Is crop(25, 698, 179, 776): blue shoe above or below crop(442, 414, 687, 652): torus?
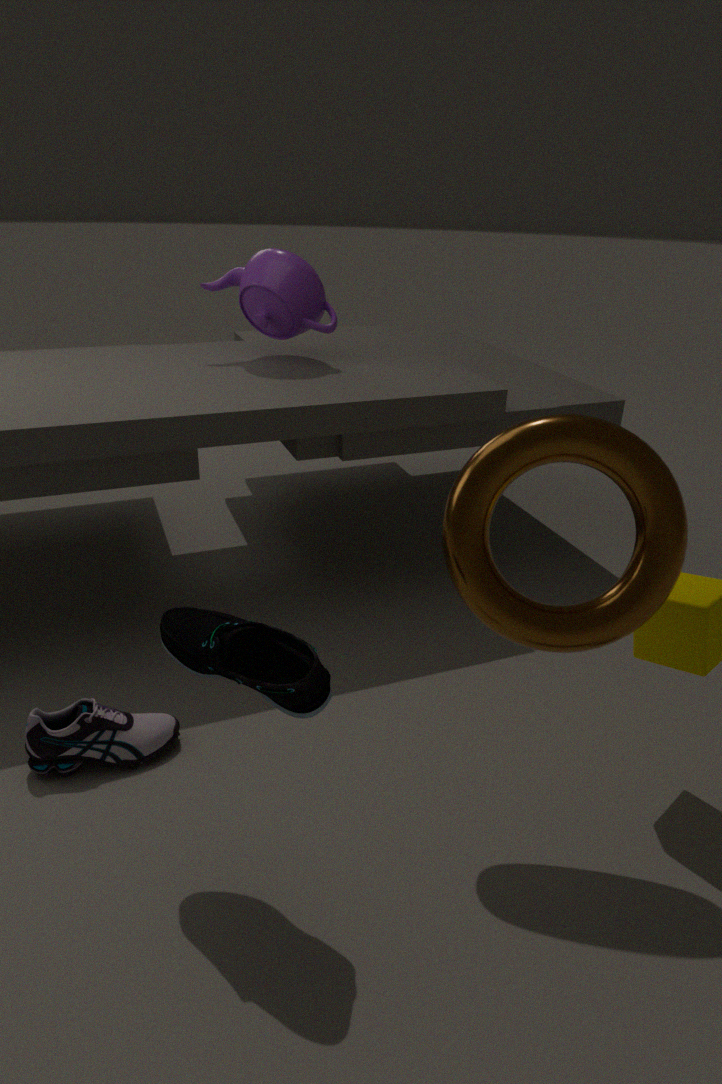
below
